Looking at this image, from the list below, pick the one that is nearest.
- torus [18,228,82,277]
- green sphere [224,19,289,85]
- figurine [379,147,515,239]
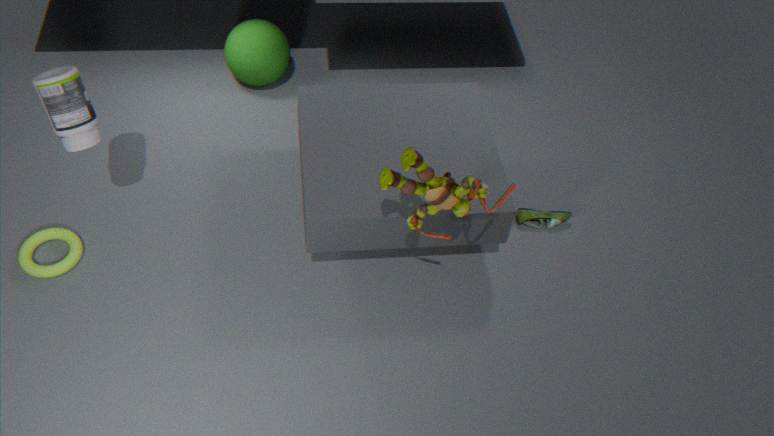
figurine [379,147,515,239]
